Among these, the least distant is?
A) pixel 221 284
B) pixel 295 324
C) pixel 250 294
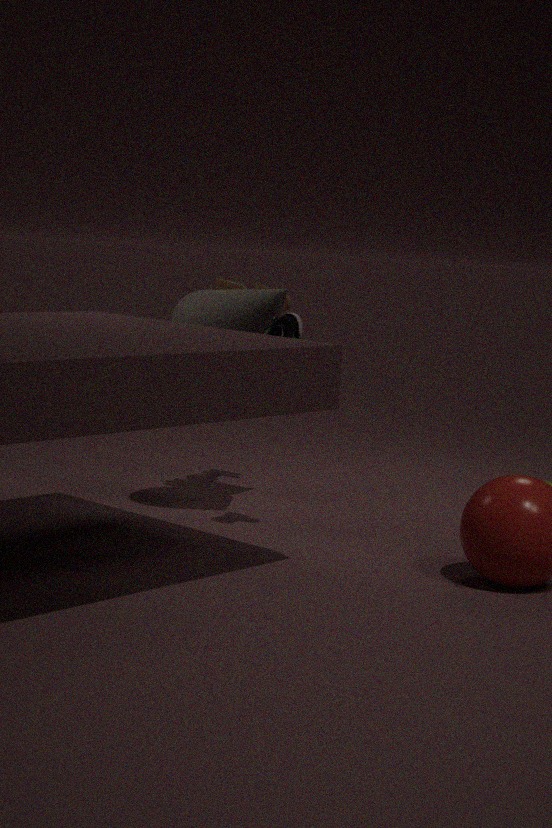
pixel 295 324
